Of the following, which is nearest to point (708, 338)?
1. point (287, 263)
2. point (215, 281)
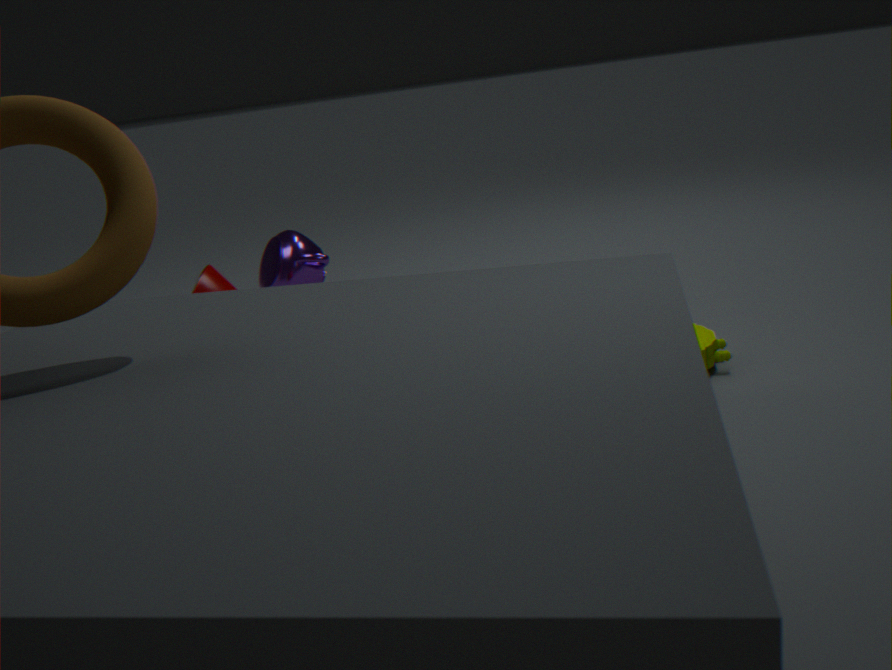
point (215, 281)
